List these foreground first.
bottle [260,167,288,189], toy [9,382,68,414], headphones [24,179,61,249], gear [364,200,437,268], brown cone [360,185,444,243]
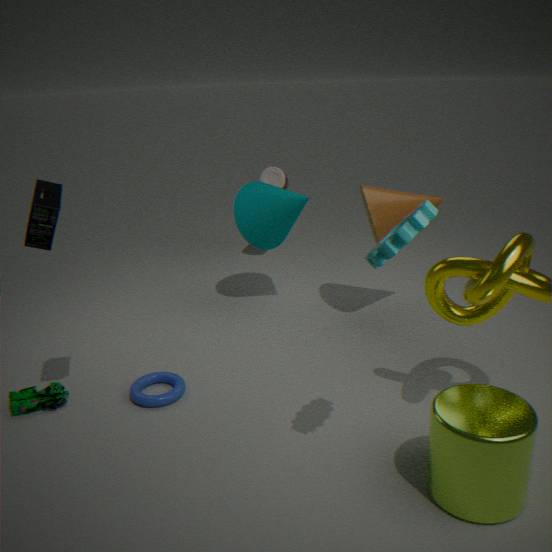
gear [364,200,437,268] → headphones [24,179,61,249] → toy [9,382,68,414] → brown cone [360,185,444,243] → bottle [260,167,288,189]
